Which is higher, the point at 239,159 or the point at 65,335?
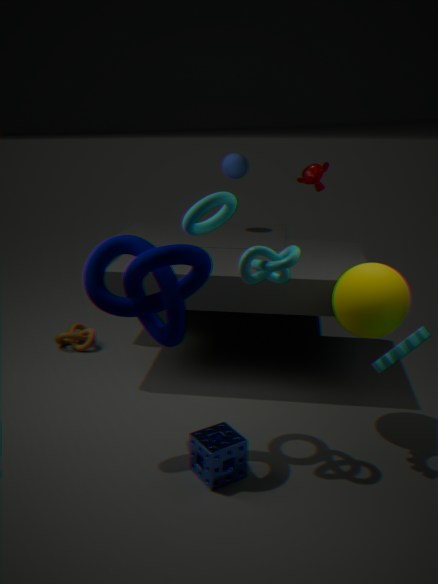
the point at 239,159
